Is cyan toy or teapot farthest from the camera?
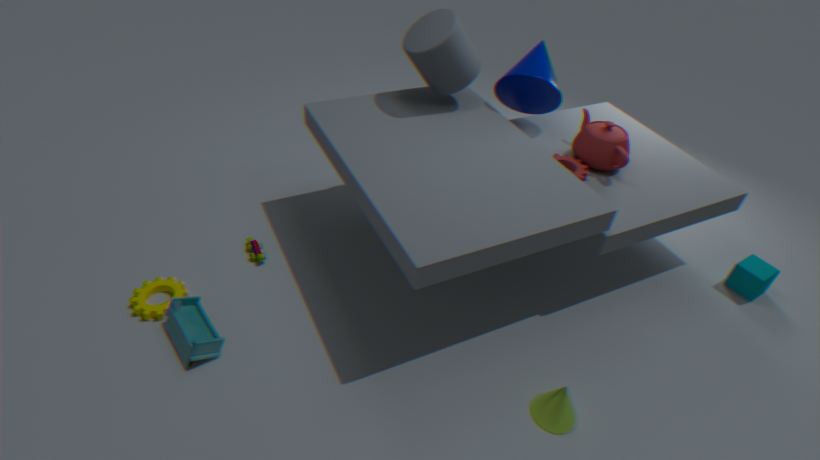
teapot
